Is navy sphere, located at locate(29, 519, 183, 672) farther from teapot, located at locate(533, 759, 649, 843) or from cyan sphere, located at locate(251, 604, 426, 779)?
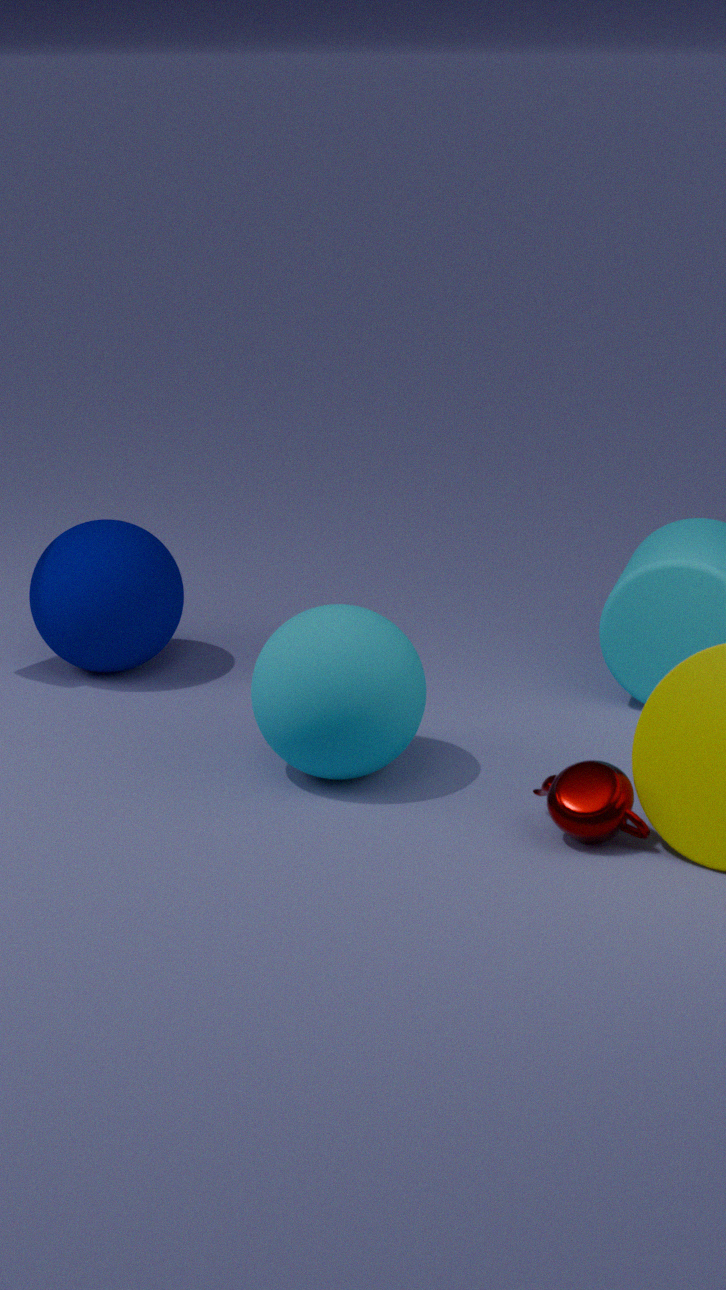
teapot, located at locate(533, 759, 649, 843)
